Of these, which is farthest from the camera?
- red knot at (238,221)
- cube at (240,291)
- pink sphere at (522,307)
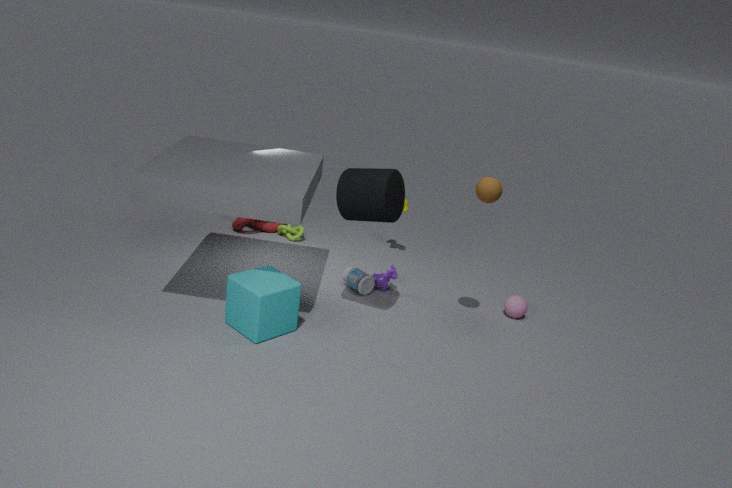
red knot at (238,221)
